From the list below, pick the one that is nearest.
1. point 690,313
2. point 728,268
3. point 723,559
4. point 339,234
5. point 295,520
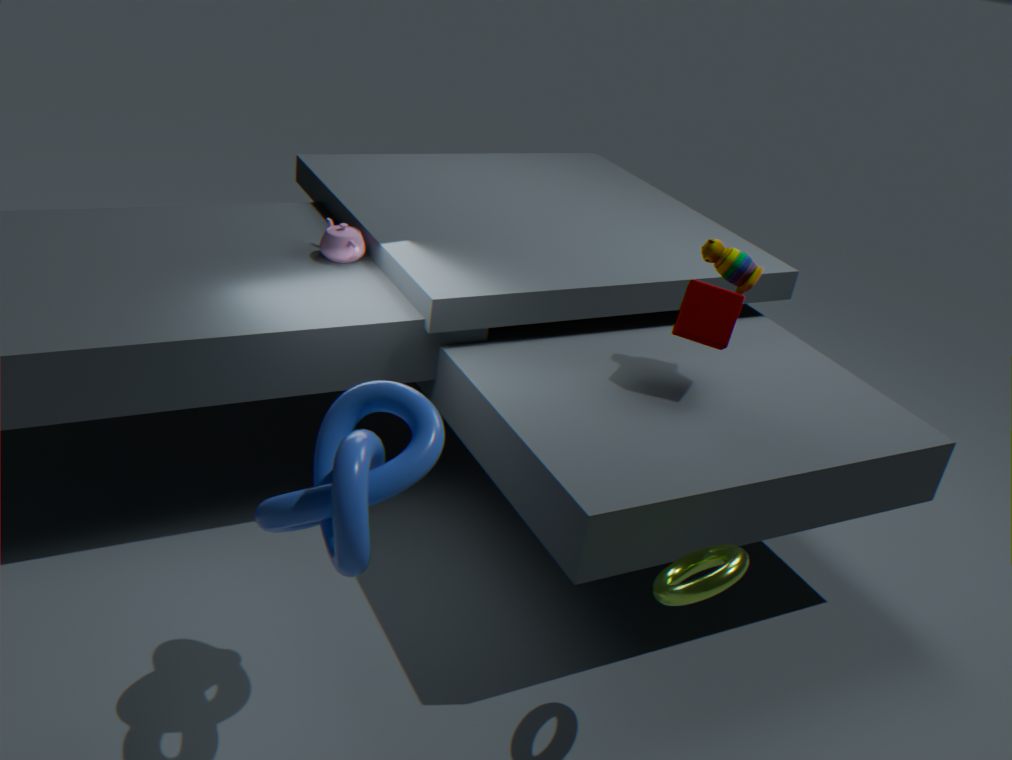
point 295,520
